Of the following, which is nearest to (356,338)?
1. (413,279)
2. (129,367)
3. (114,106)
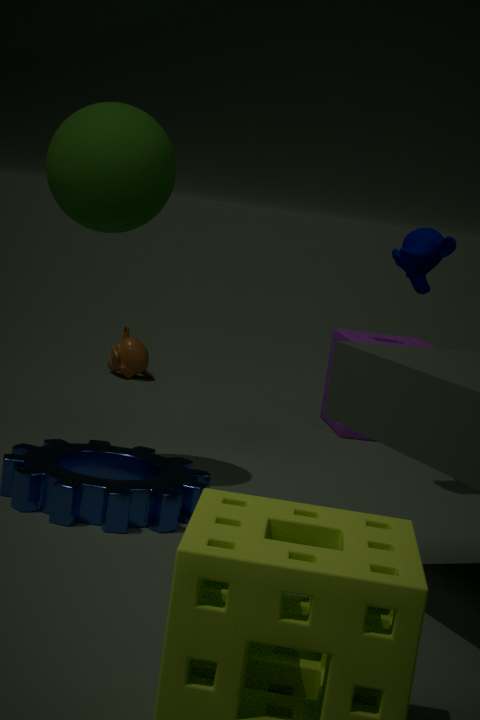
(413,279)
